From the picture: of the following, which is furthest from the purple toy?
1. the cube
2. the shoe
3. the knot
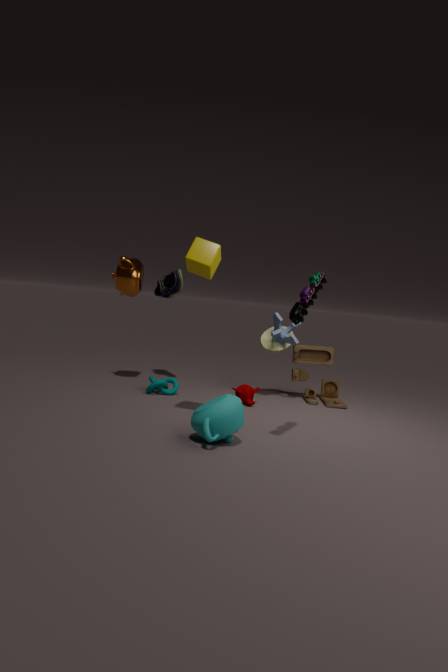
the shoe
